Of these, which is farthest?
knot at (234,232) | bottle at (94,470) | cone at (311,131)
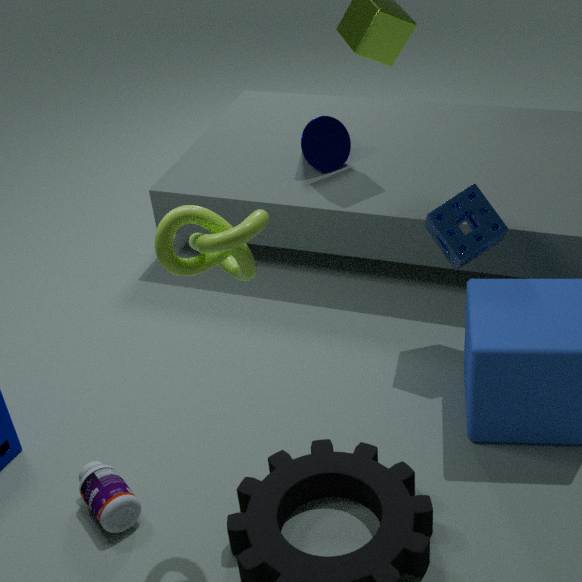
cone at (311,131)
